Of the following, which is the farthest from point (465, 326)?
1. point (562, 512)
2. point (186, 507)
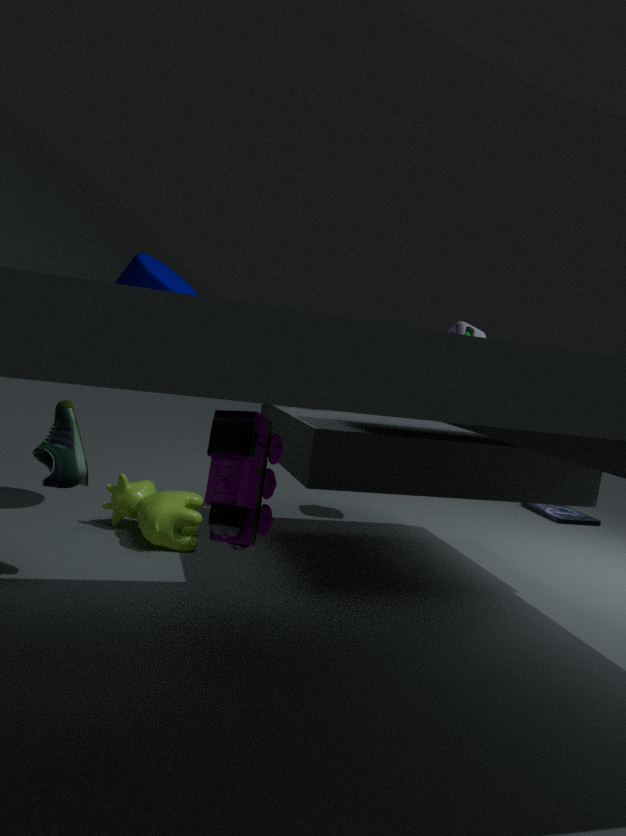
point (186, 507)
